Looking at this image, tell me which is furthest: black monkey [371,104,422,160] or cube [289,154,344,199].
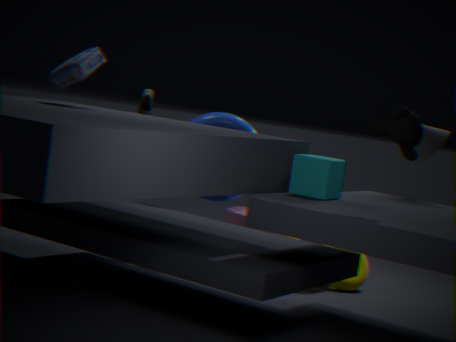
cube [289,154,344,199]
